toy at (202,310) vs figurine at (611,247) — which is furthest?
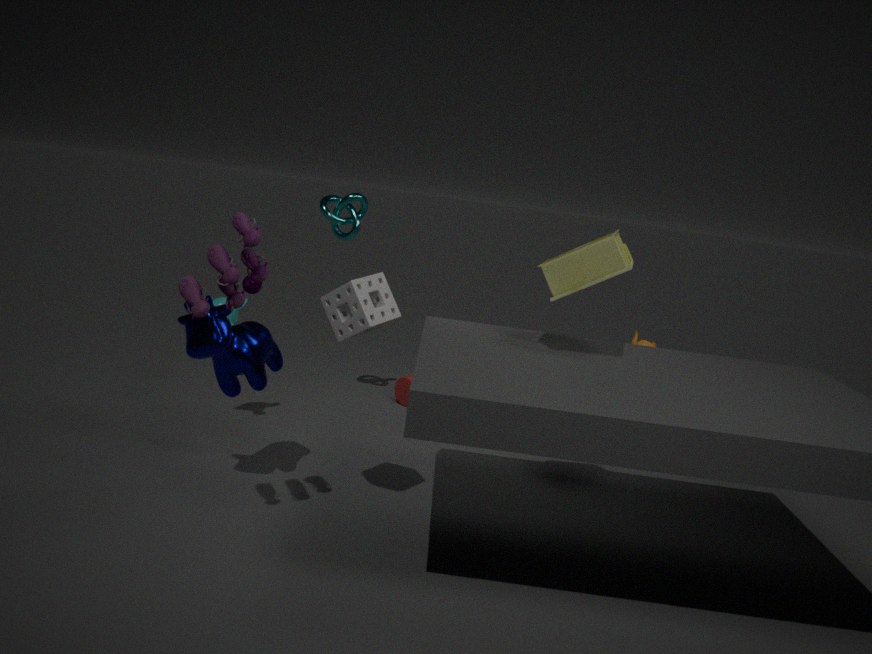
figurine at (611,247)
